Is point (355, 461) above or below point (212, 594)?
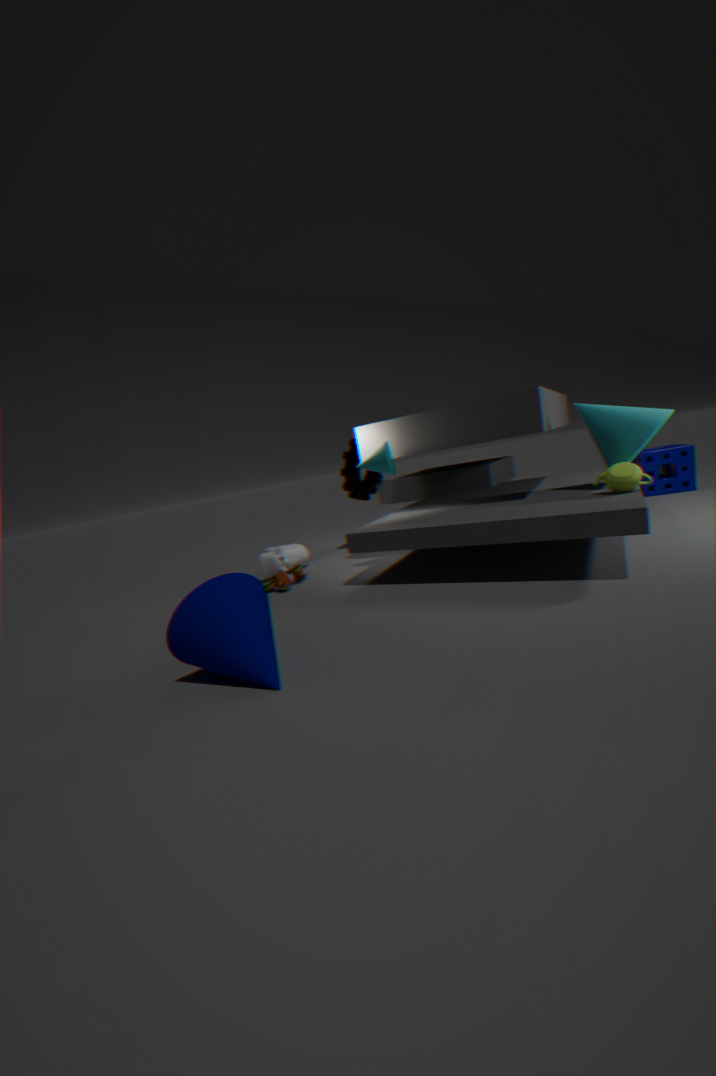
above
